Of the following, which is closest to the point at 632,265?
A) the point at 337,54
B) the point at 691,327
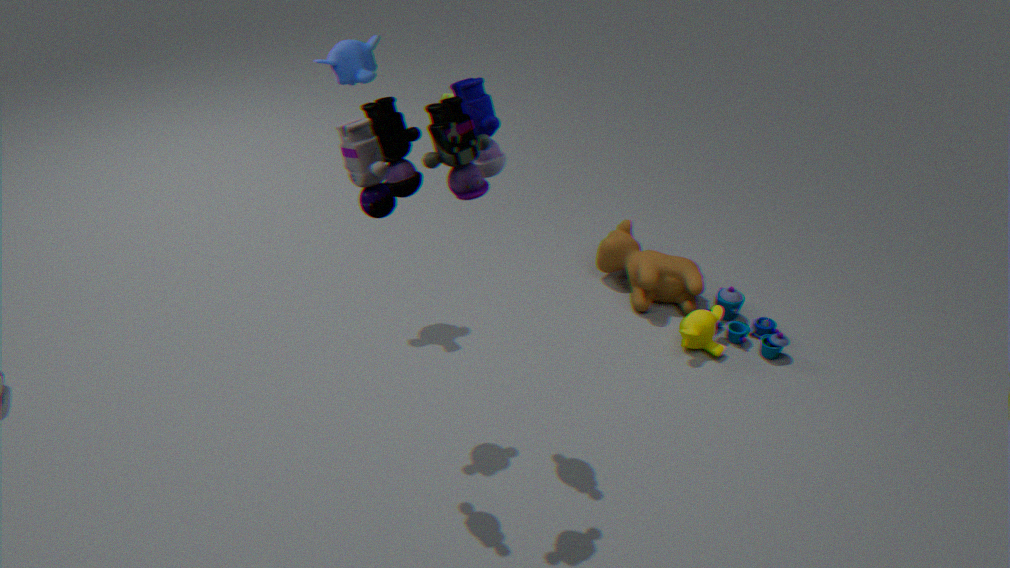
the point at 691,327
